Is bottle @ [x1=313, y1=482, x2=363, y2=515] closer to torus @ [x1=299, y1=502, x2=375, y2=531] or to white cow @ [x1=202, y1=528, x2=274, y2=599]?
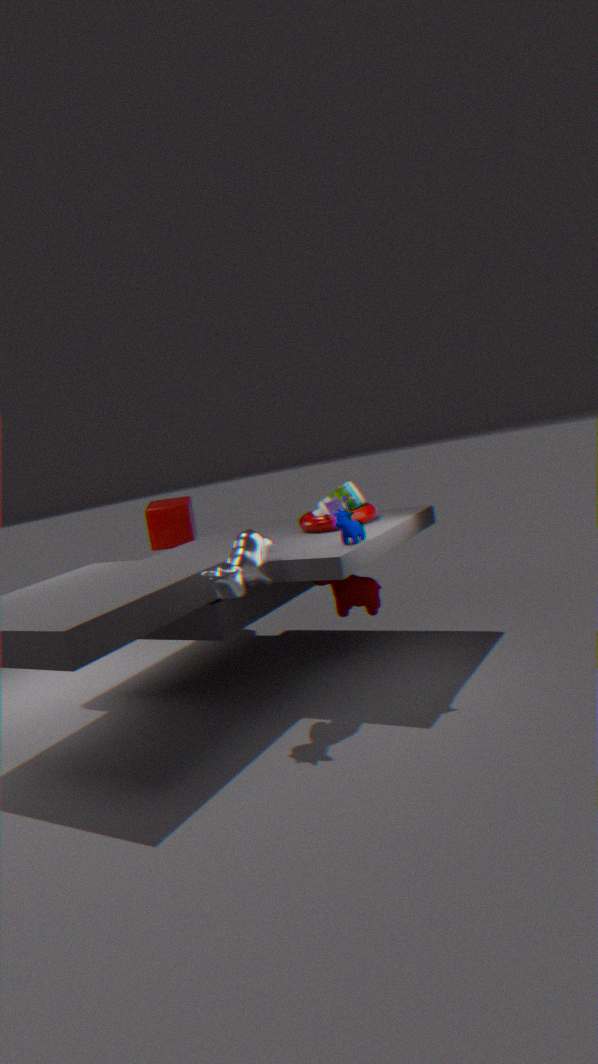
torus @ [x1=299, y1=502, x2=375, y2=531]
